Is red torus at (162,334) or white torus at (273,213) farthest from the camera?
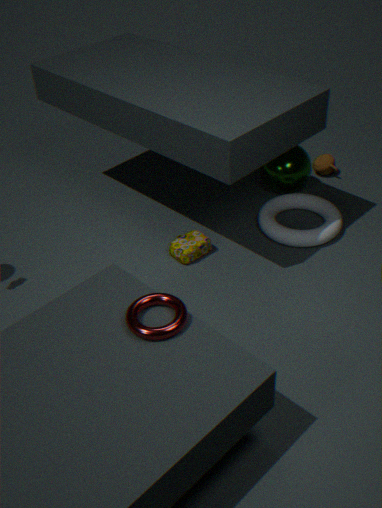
white torus at (273,213)
